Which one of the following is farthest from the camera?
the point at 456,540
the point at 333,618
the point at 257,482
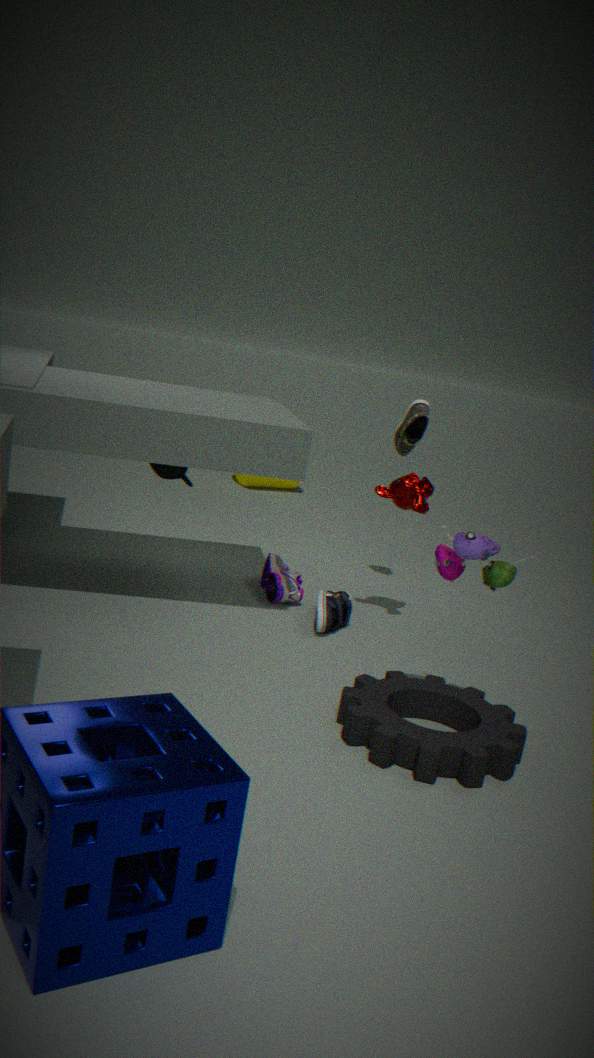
the point at 257,482
